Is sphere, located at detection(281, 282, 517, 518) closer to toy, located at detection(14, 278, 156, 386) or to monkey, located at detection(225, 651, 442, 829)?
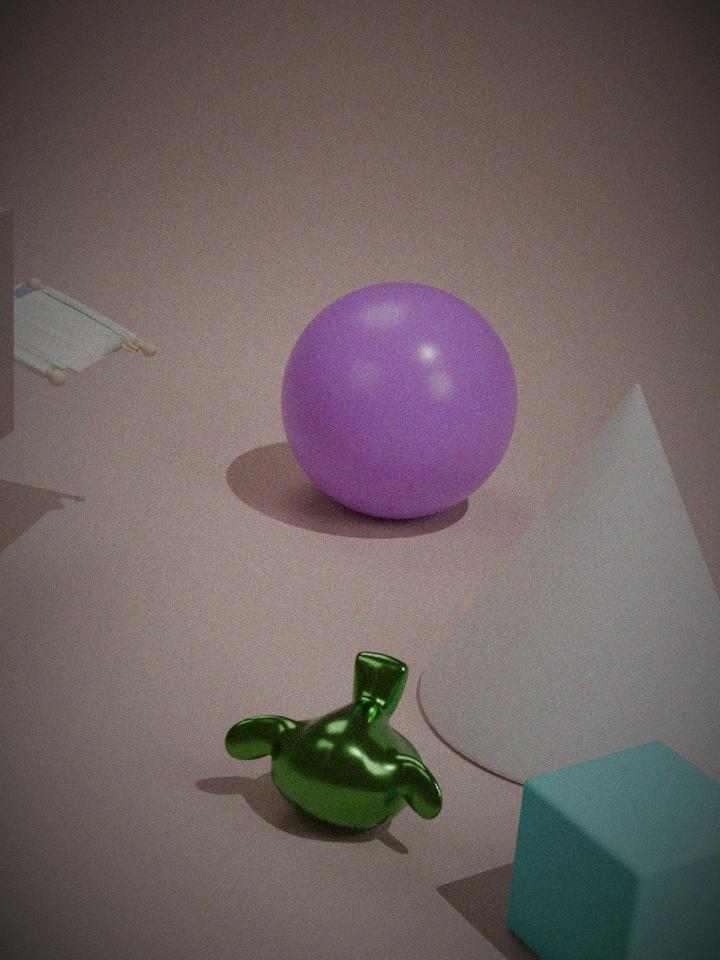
toy, located at detection(14, 278, 156, 386)
